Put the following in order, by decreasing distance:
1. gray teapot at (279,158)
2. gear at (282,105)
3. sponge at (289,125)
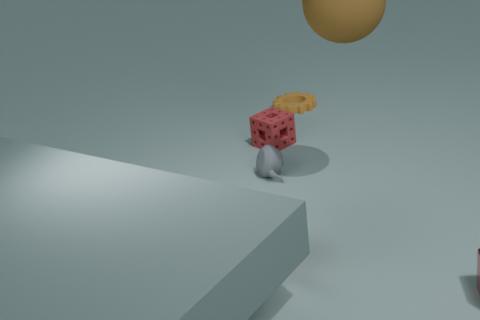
1. gear at (282,105)
2. sponge at (289,125)
3. gray teapot at (279,158)
